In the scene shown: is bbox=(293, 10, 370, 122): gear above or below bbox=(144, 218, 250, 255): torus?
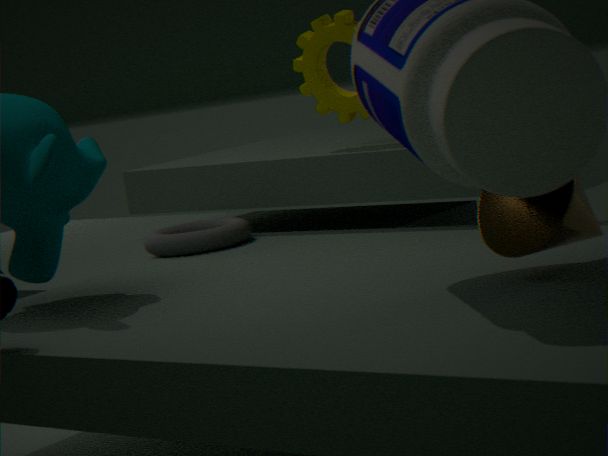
above
